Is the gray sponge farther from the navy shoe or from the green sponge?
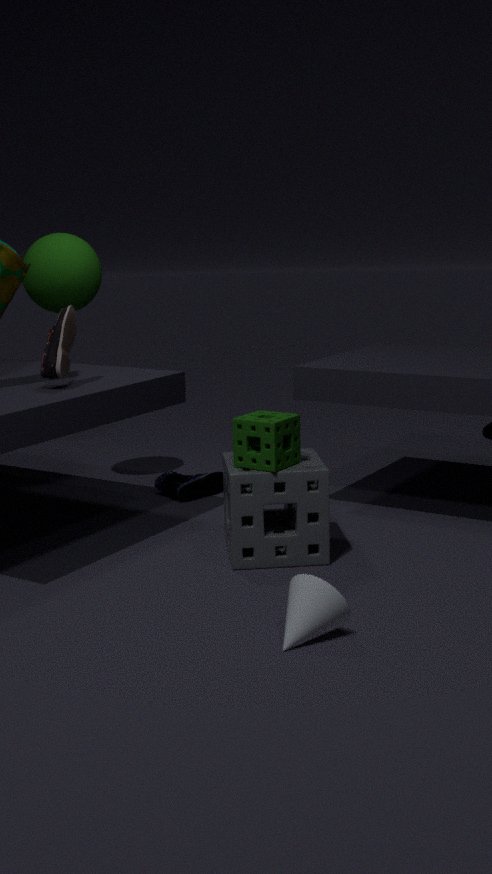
the navy shoe
